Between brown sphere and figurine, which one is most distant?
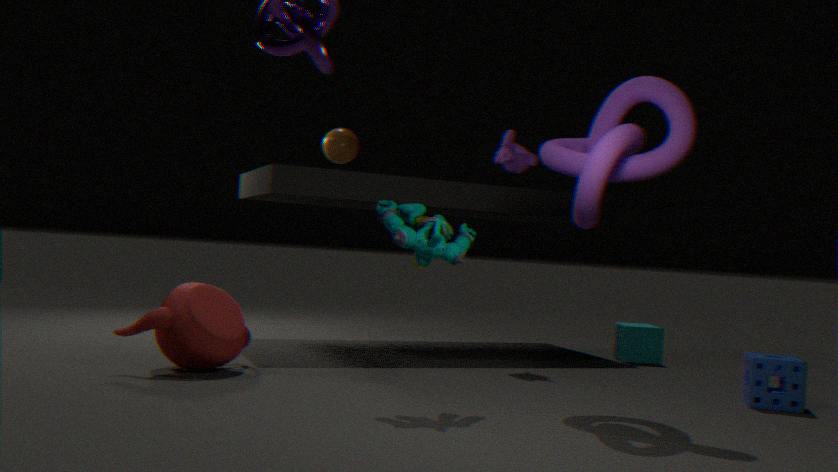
brown sphere
